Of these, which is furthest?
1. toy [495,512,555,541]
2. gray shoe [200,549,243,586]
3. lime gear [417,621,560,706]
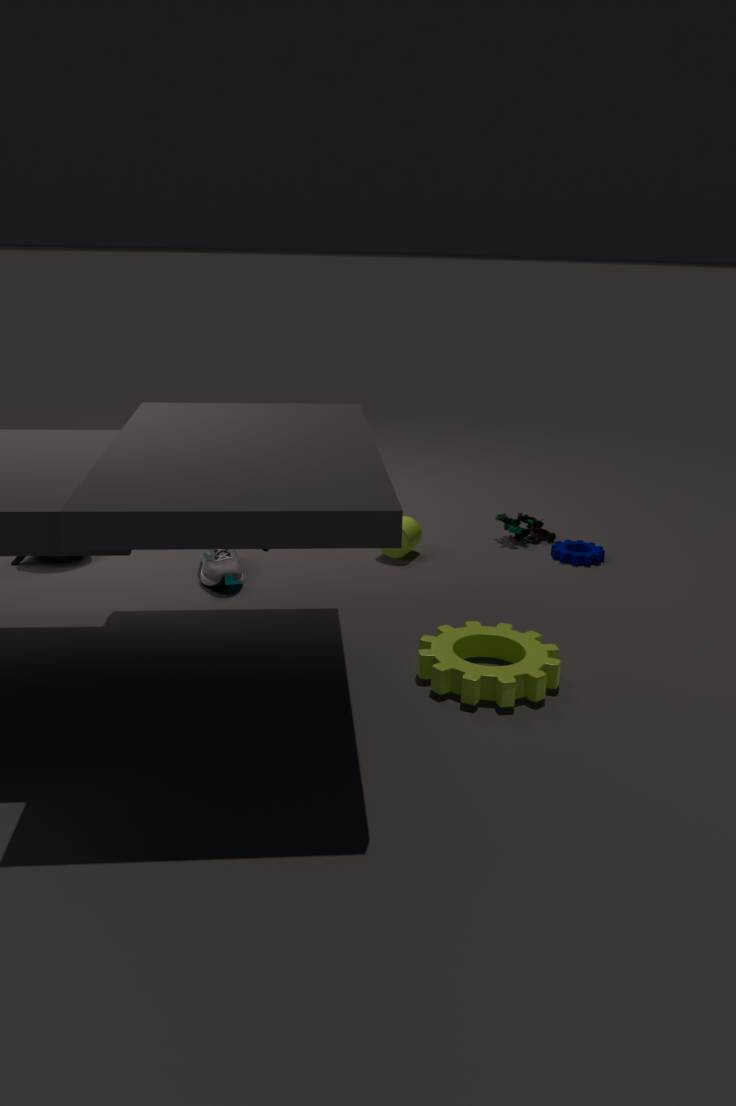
toy [495,512,555,541]
